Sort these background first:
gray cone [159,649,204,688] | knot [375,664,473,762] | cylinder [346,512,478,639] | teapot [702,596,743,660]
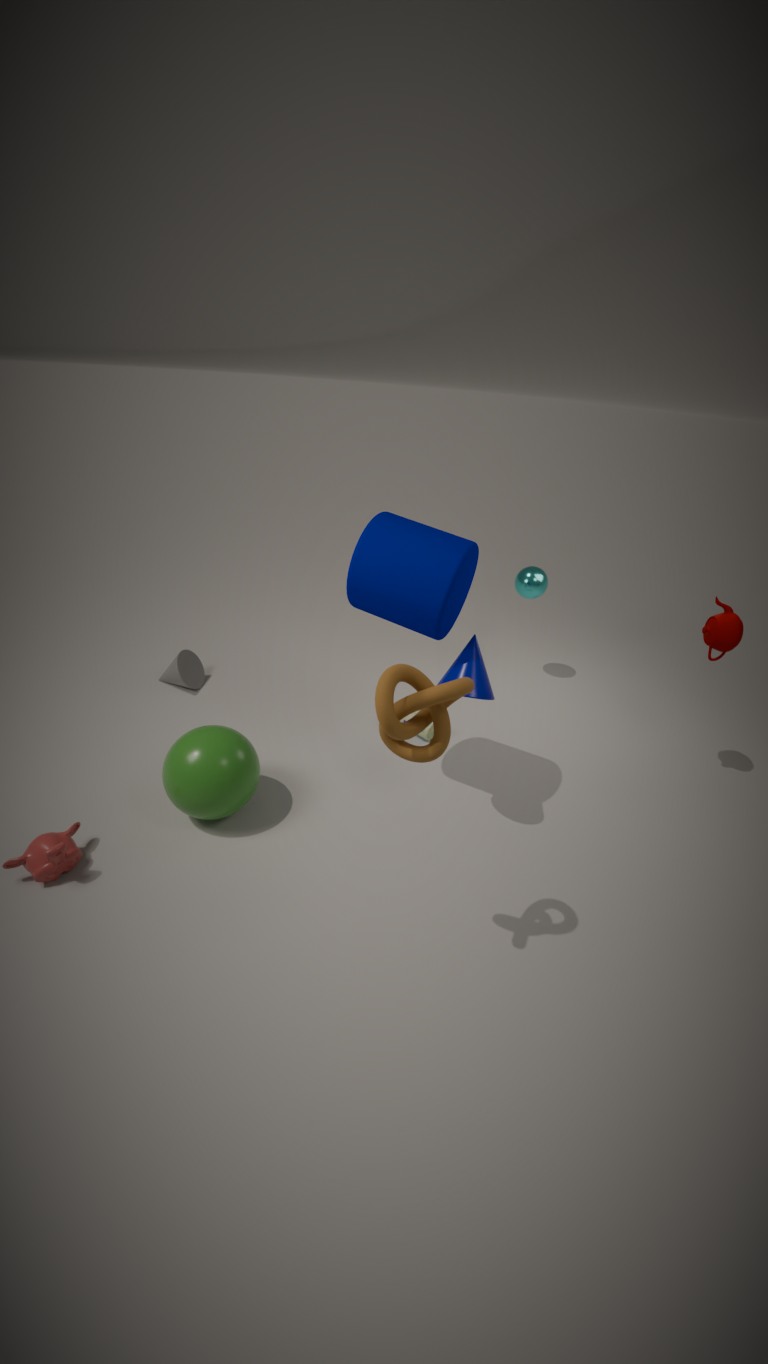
gray cone [159,649,204,688], teapot [702,596,743,660], cylinder [346,512,478,639], knot [375,664,473,762]
